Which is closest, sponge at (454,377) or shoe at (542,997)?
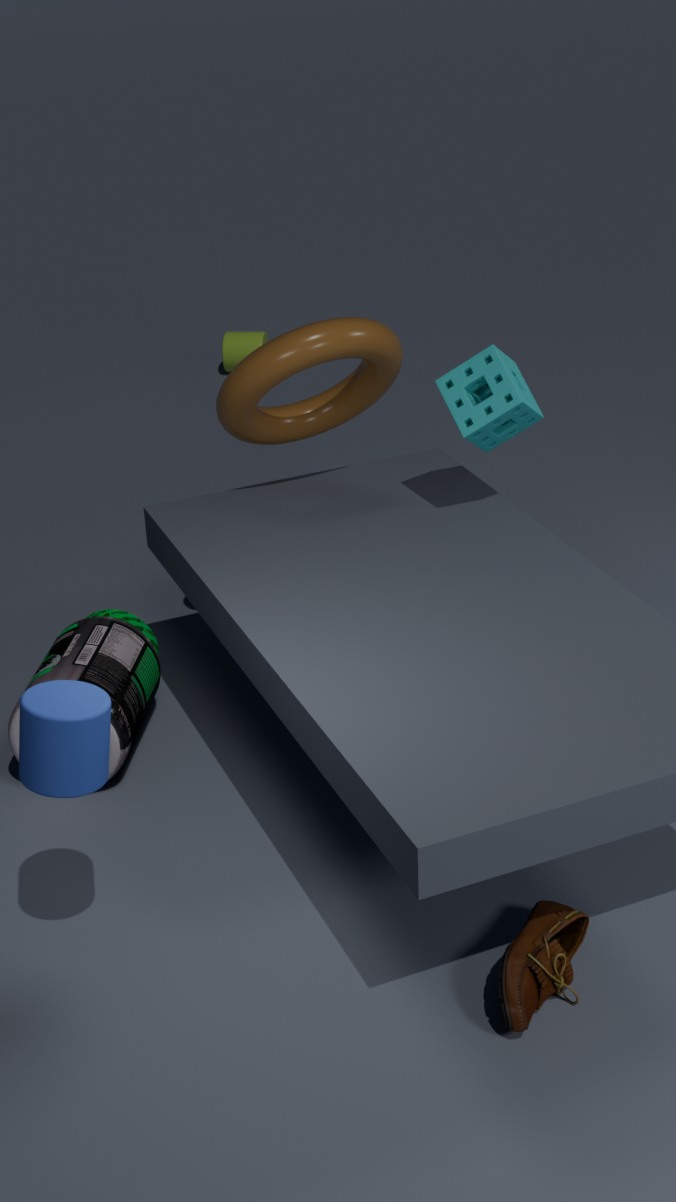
shoe at (542,997)
